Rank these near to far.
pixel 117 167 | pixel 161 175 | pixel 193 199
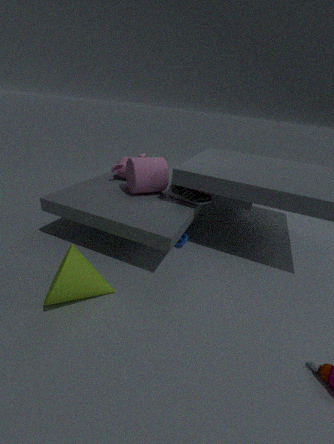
pixel 161 175
pixel 193 199
pixel 117 167
